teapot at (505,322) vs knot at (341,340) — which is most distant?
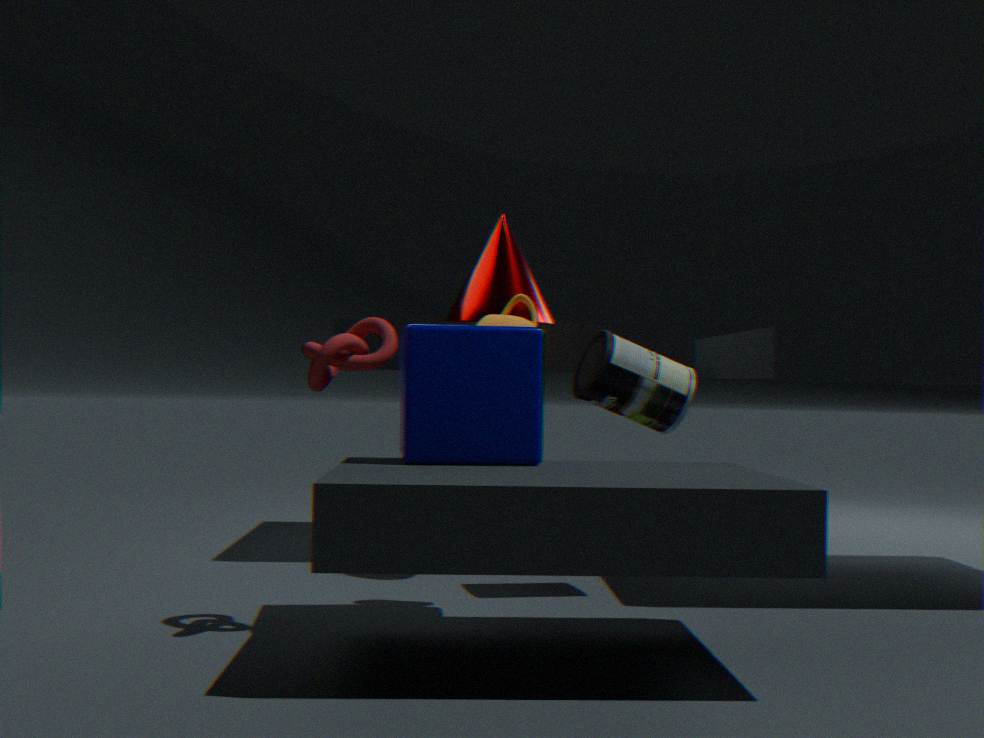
teapot at (505,322)
